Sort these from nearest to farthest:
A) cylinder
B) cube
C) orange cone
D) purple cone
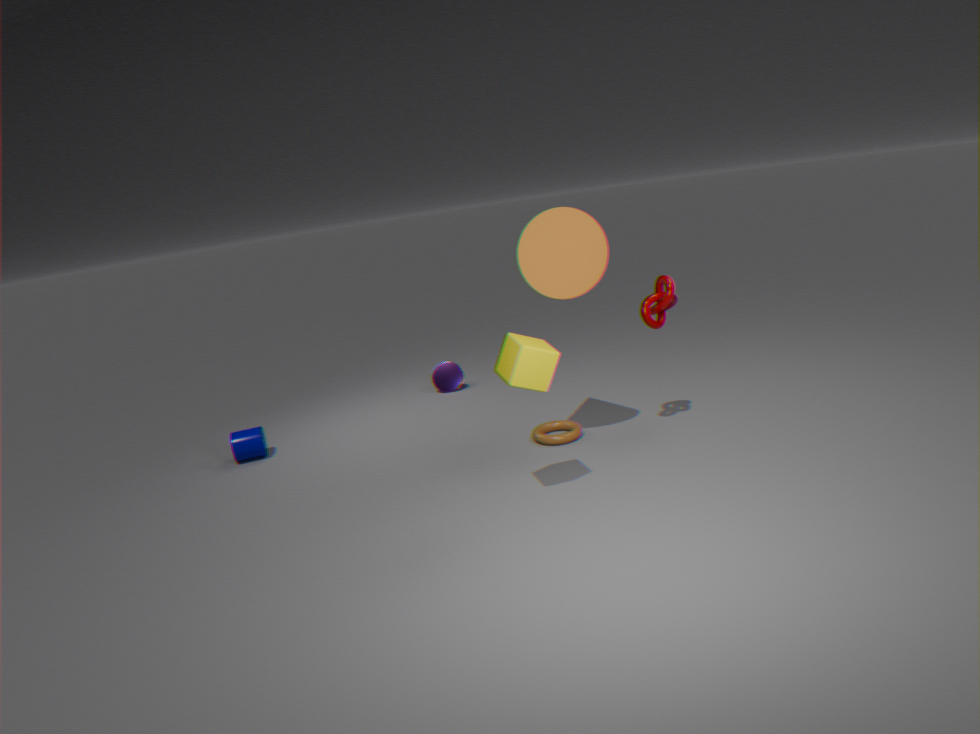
cube < orange cone < cylinder < purple cone
